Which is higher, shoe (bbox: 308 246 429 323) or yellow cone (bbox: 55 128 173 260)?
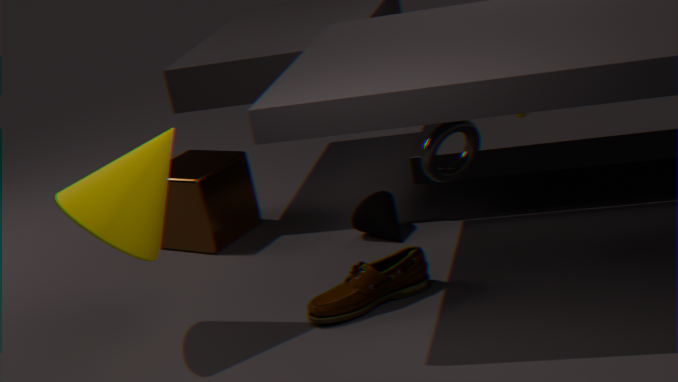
yellow cone (bbox: 55 128 173 260)
